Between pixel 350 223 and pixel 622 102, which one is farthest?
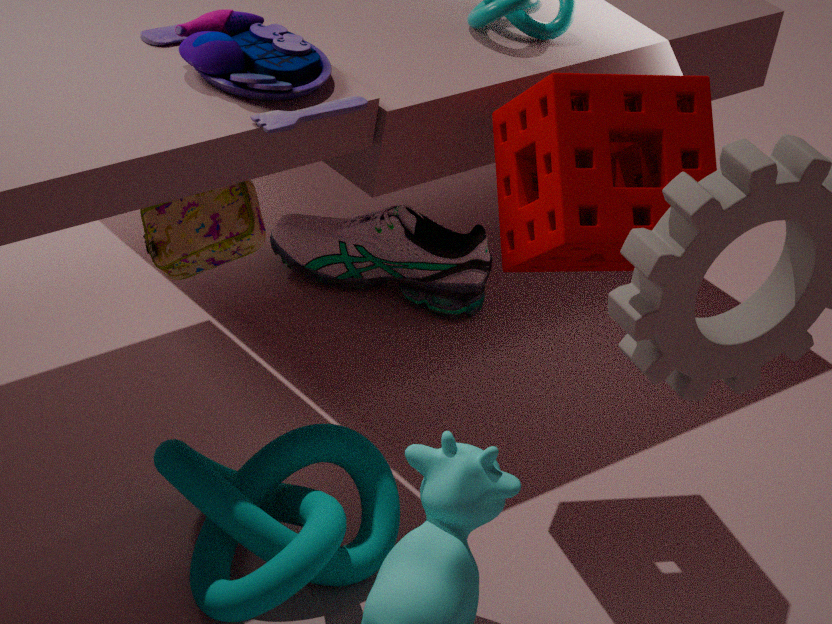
pixel 350 223
